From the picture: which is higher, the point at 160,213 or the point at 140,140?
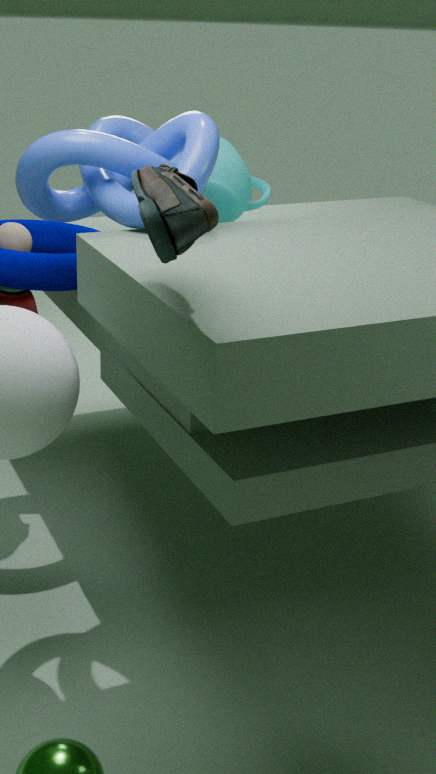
the point at 160,213
